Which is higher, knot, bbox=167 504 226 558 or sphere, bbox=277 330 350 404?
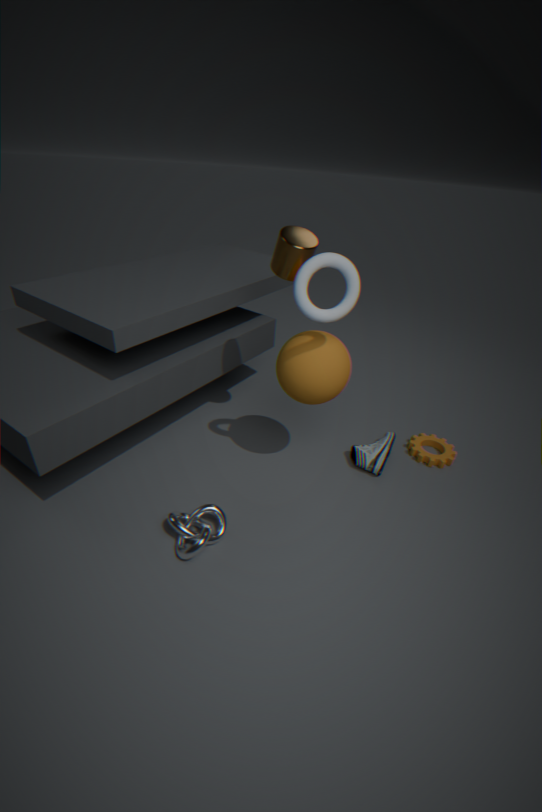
sphere, bbox=277 330 350 404
